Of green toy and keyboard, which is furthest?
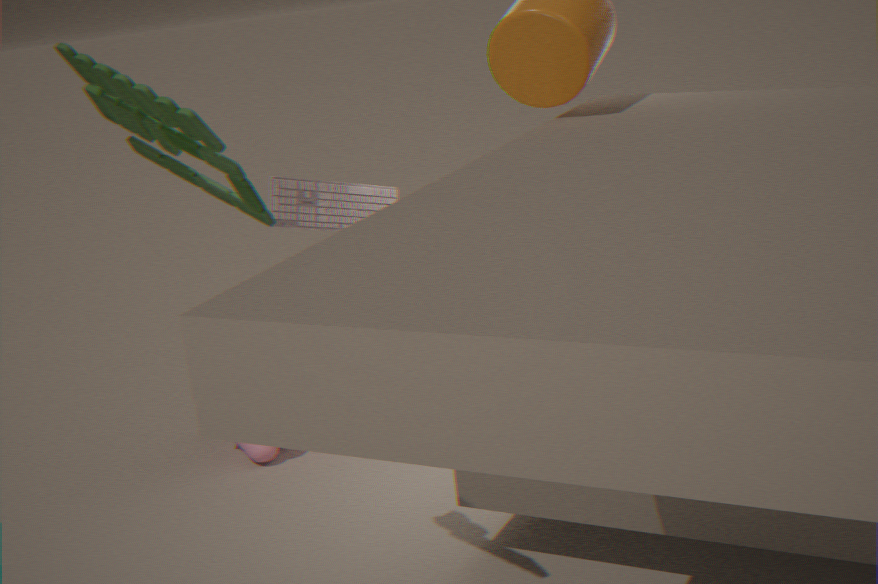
keyboard
